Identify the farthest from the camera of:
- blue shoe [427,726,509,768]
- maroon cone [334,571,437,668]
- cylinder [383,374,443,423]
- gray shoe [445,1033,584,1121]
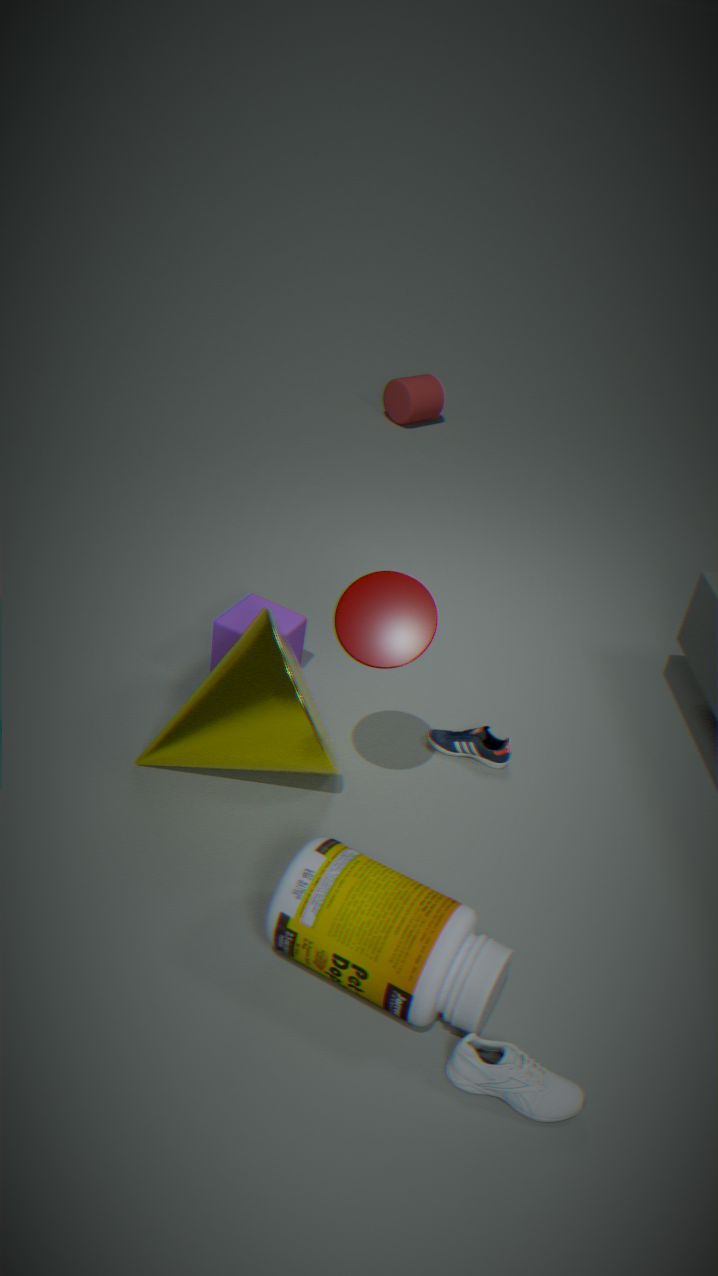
cylinder [383,374,443,423]
